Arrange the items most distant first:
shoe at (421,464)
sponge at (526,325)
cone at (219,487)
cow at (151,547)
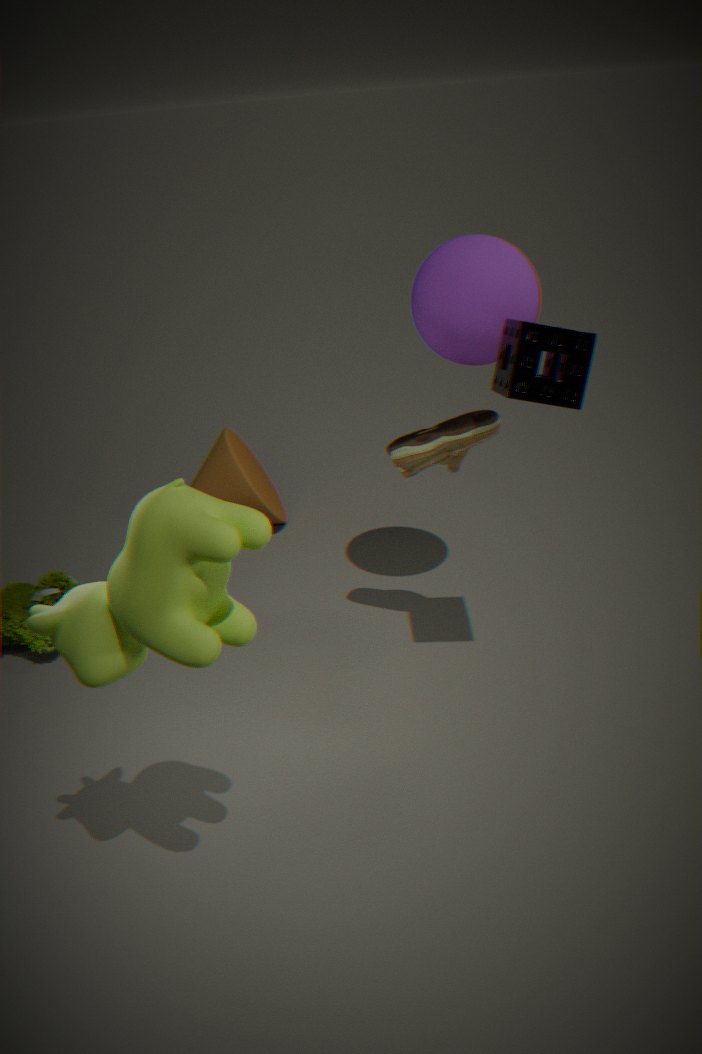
cone at (219,487) → shoe at (421,464) → sponge at (526,325) → cow at (151,547)
